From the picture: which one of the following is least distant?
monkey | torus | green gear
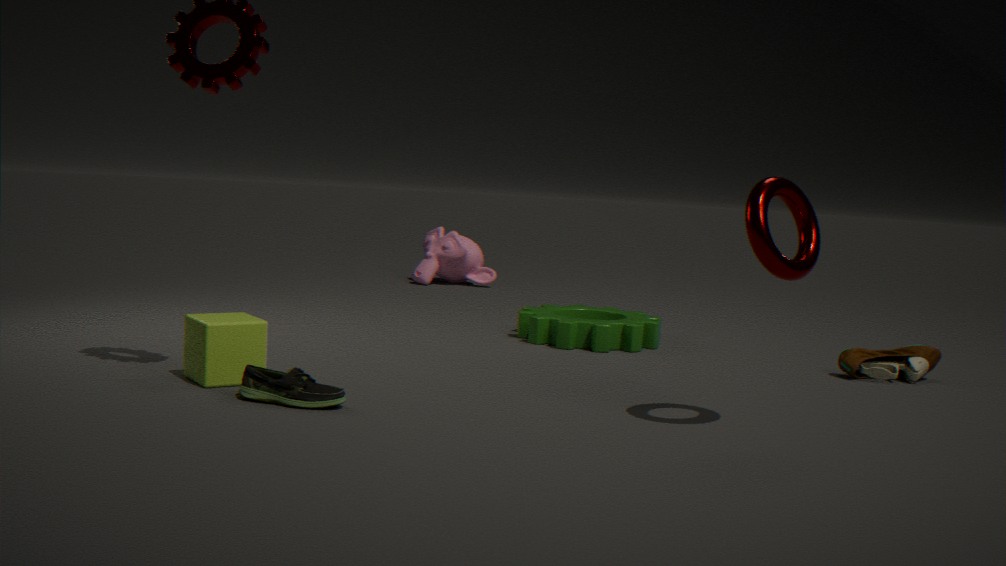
torus
